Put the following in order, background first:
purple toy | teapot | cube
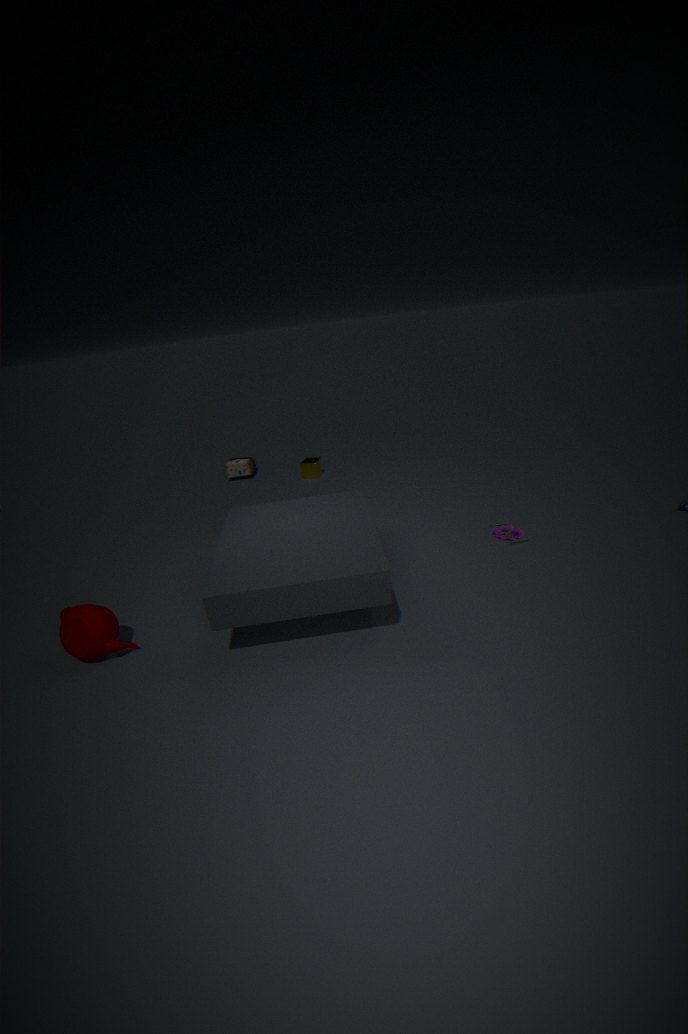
1. cube
2. purple toy
3. teapot
